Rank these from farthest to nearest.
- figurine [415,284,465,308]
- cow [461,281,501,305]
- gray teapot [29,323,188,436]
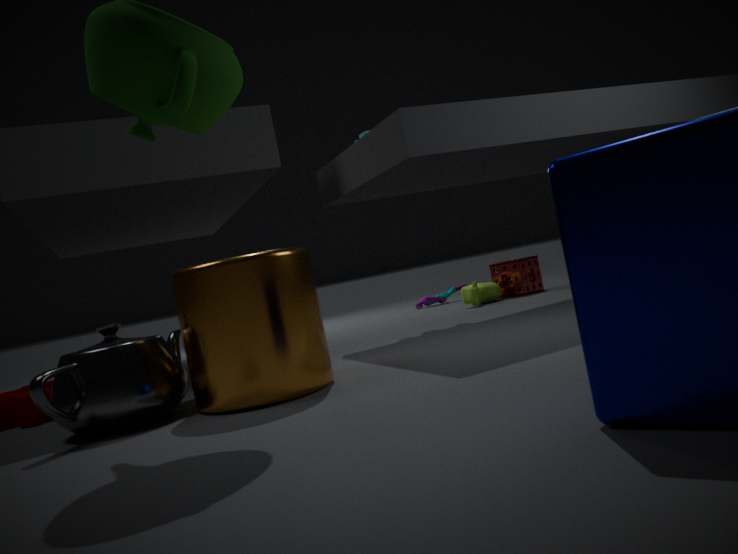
figurine [415,284,465,308] → cow [461,281,501,305] → gray teapot [29,323,188,436]
